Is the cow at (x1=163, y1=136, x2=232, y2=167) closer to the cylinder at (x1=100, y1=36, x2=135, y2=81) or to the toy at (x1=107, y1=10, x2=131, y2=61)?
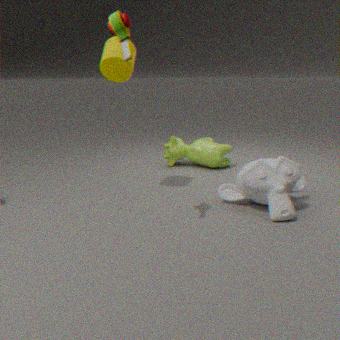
the cylinder at (x1=100, y1=36, x2=135, y2=81)
